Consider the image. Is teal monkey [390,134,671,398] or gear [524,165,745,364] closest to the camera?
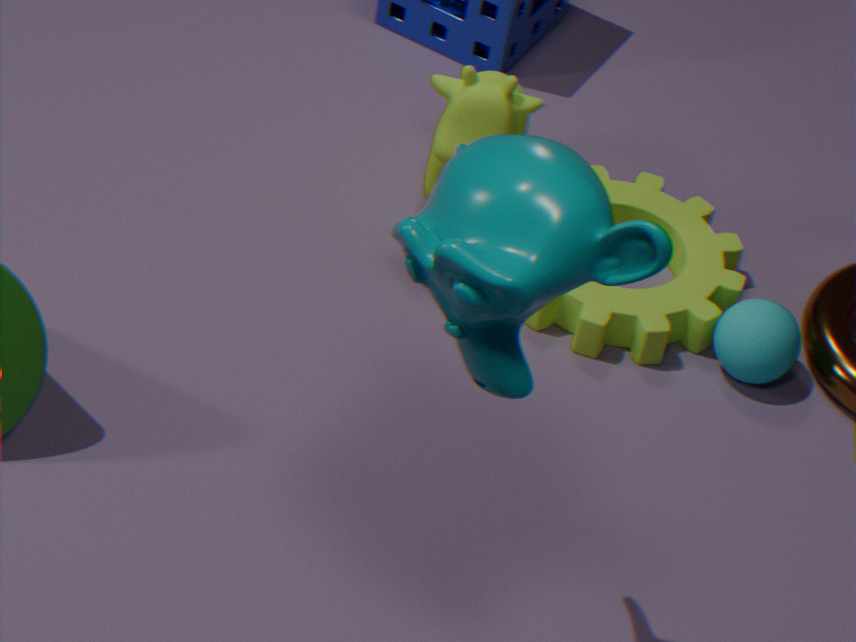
teal monkey [390,134,671,398]
